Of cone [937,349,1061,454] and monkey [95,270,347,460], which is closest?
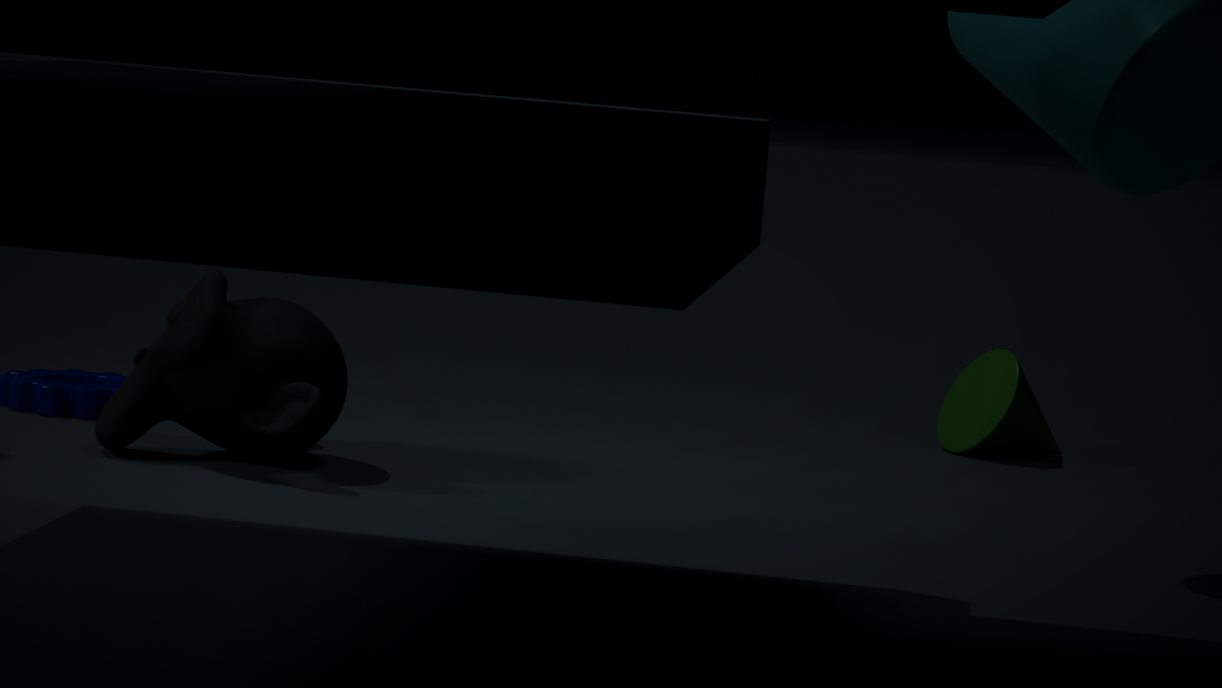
monkey [95,270,347,460]
